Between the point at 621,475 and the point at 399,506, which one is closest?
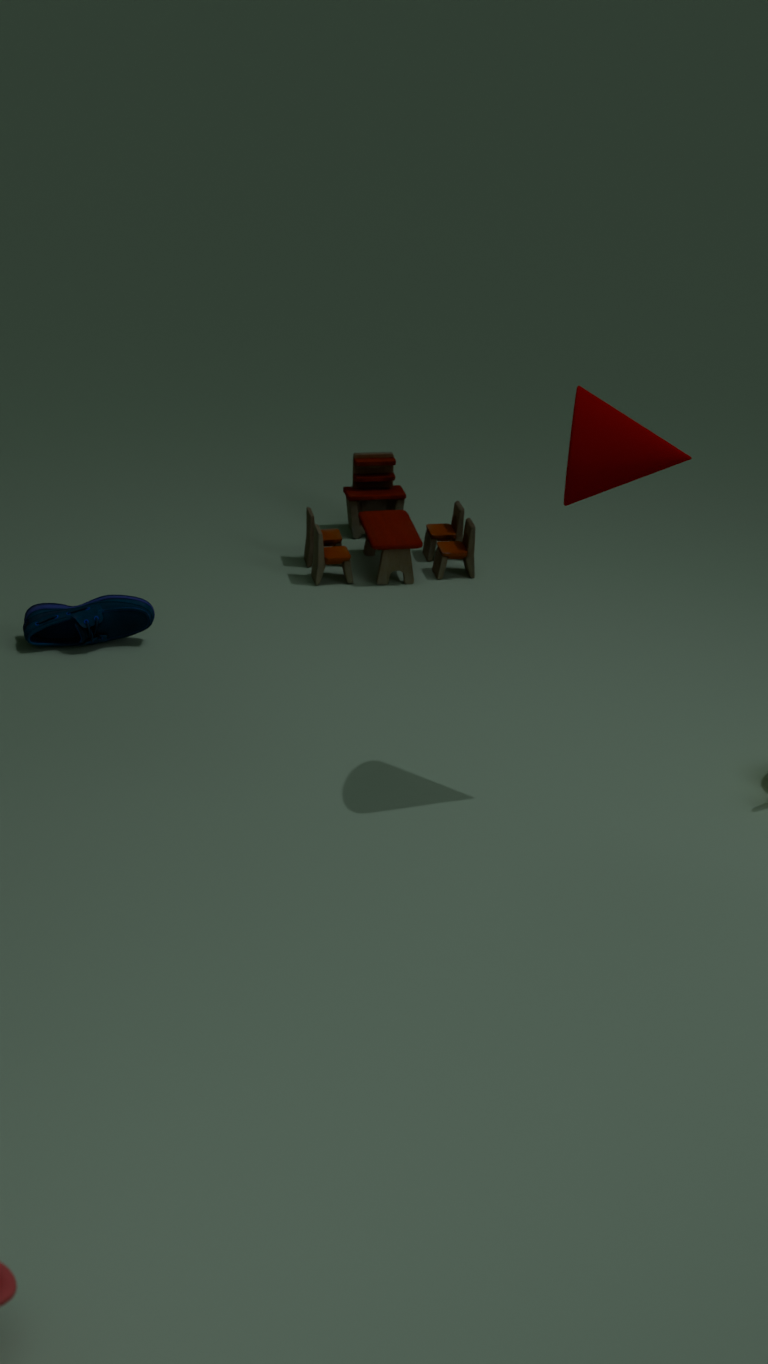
the point at 621,475
